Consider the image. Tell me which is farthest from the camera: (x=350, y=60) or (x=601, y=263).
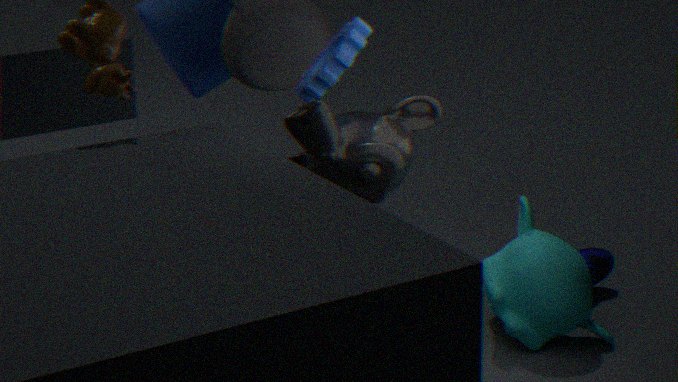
(x=601, y=263)
